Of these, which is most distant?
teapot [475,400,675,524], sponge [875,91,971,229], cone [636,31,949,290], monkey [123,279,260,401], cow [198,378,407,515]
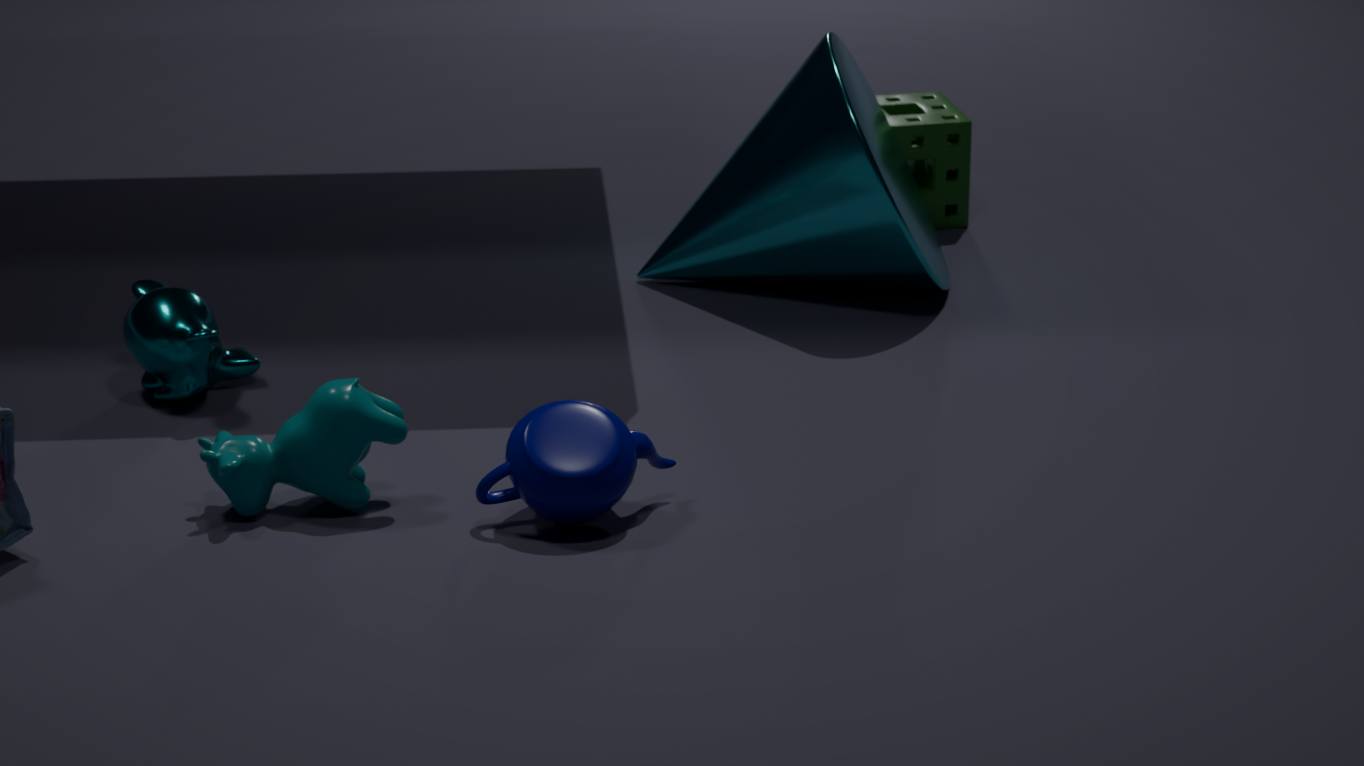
sponge [875,91,971,229]
